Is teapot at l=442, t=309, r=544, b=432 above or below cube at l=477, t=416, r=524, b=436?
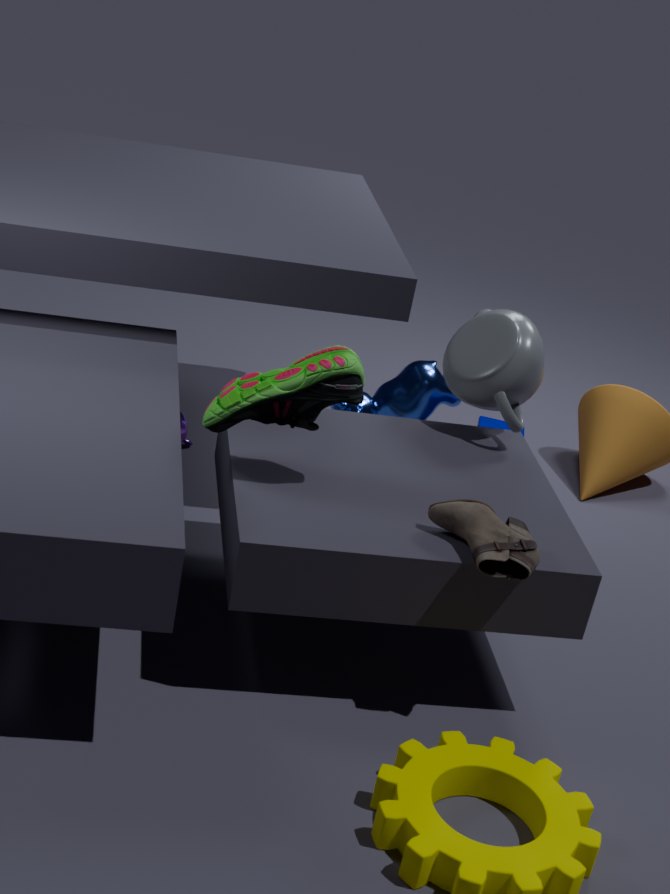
above
